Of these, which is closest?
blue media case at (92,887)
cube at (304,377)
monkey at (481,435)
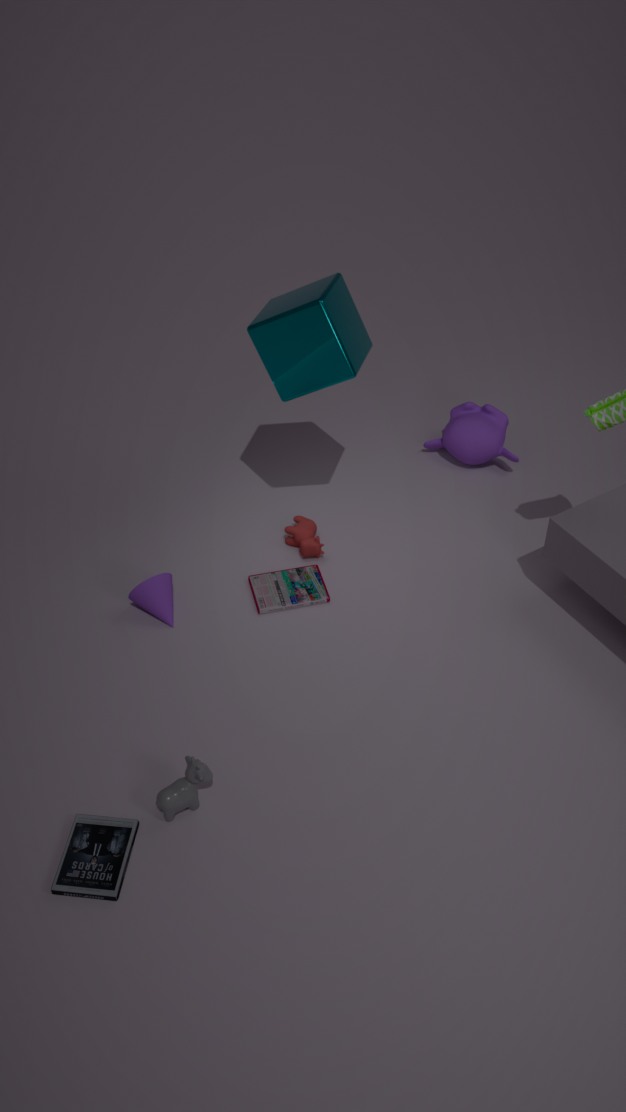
blue media case at (92,887)
